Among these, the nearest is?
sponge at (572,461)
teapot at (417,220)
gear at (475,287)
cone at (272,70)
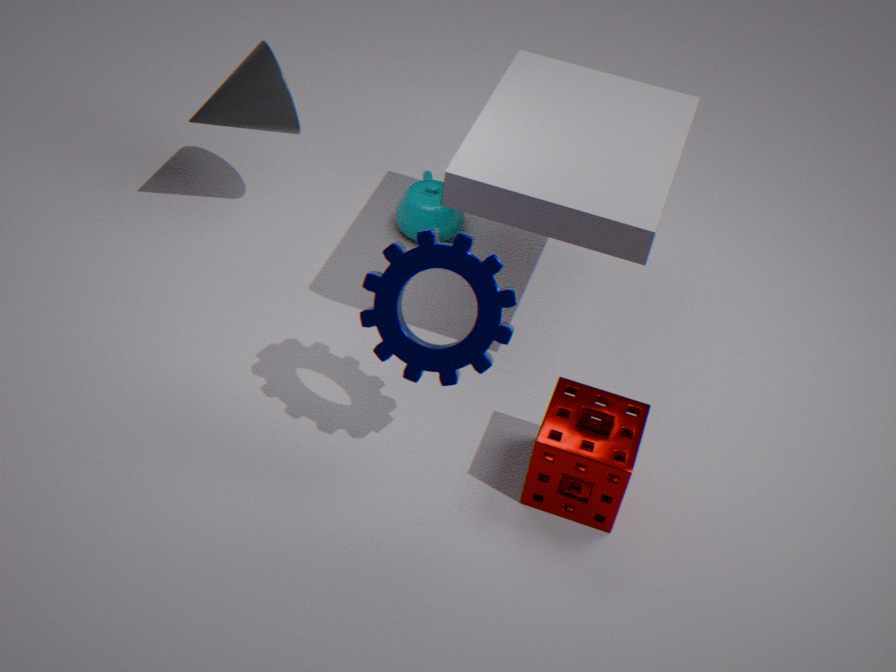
gear at (475,287)
